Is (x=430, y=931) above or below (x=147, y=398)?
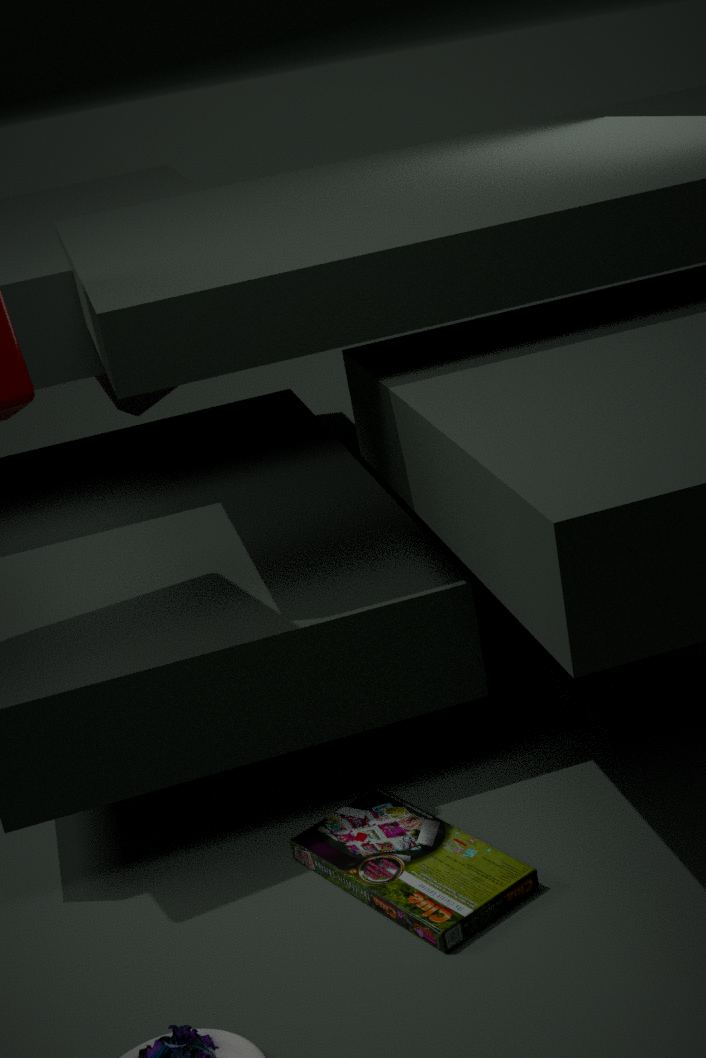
below
